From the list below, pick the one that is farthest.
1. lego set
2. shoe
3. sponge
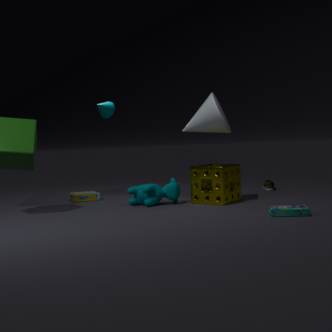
shoe
